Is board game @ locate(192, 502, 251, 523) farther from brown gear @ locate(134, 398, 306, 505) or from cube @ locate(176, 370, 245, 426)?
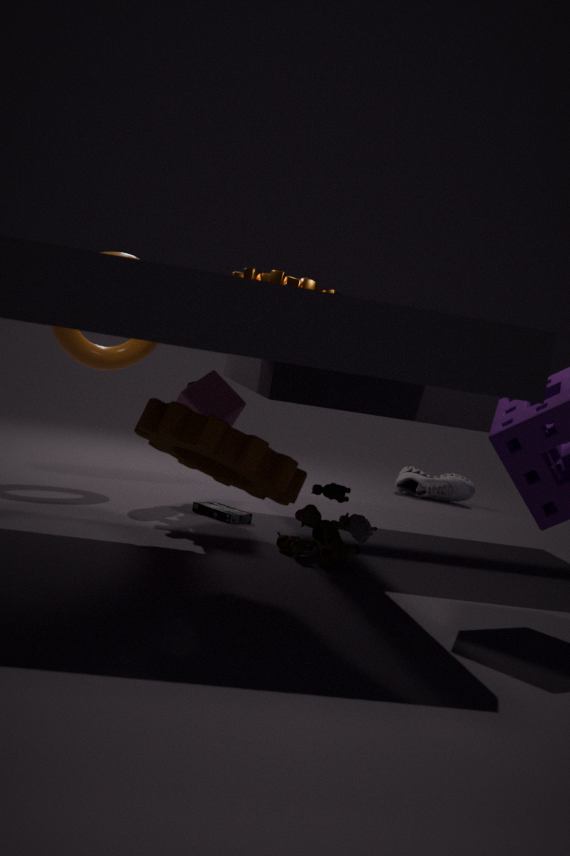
brown gear @ locate(134, 398, 306, 505)
